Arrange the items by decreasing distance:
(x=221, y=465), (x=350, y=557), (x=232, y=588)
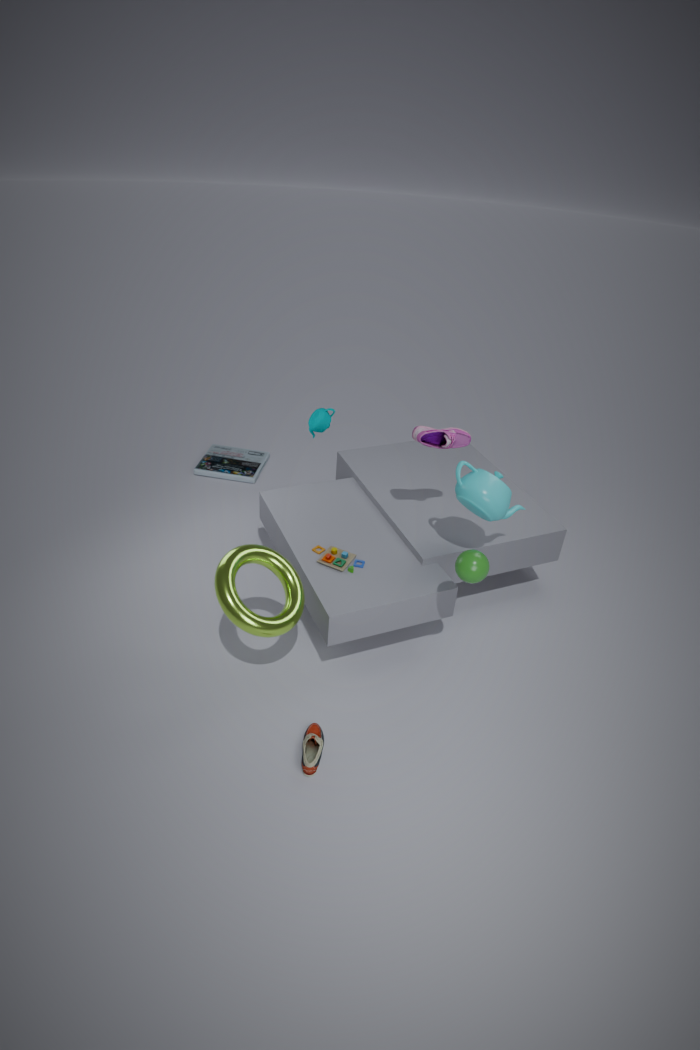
(x=221, y=465), (x=350, y=557), (x=232, y=588)
